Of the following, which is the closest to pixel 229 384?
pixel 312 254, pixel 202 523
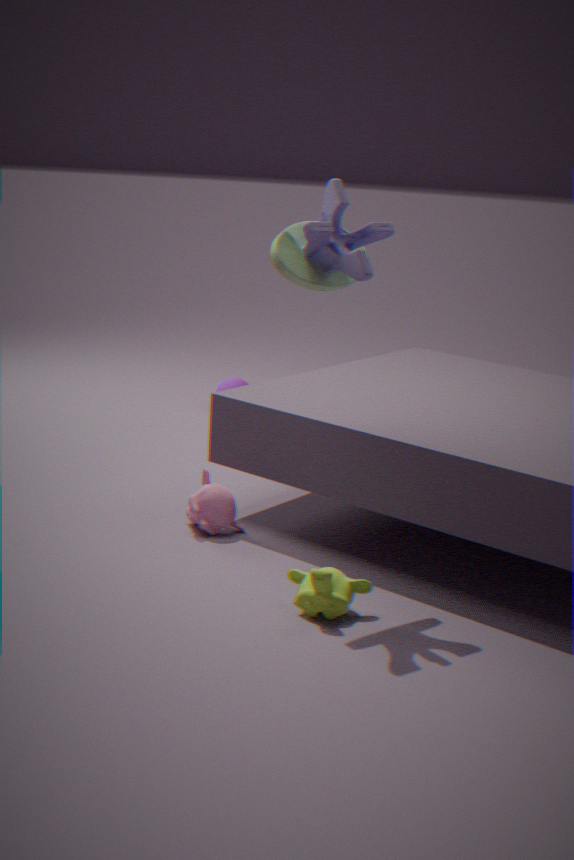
pixel 202 523
